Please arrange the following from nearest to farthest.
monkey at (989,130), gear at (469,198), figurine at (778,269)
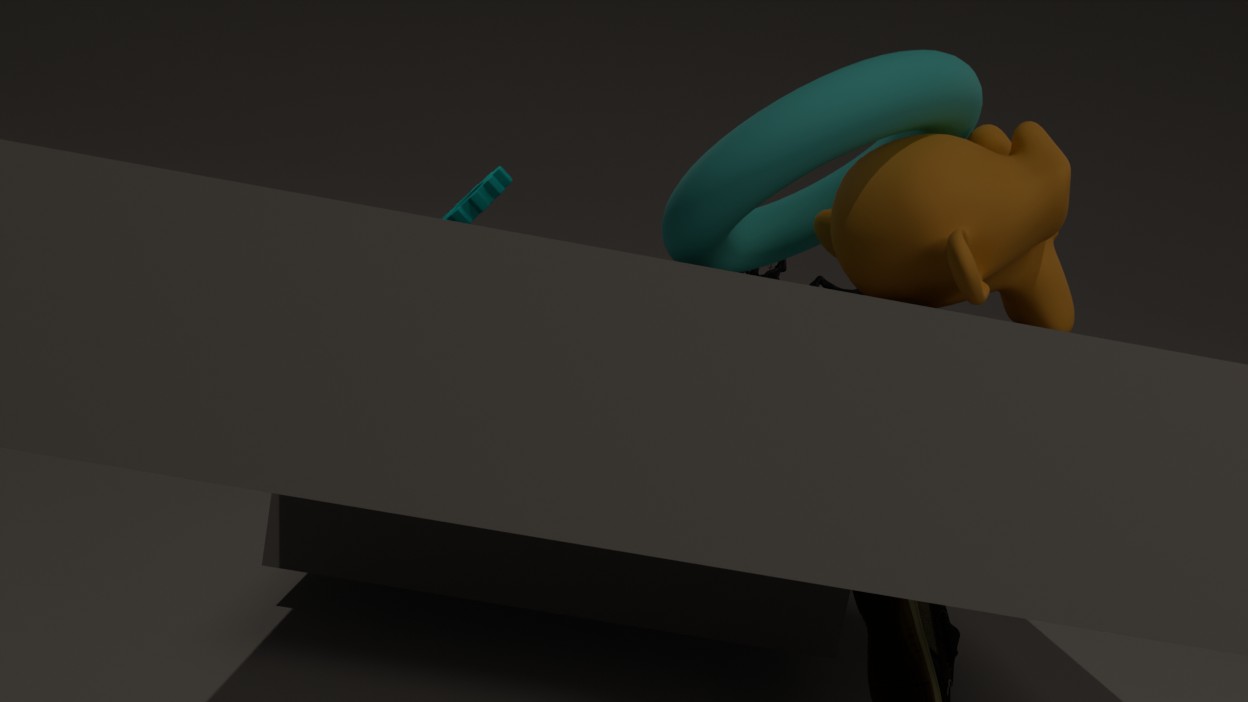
monkey at (989,130) → figurine at (778,269) → gear at (469,198)
